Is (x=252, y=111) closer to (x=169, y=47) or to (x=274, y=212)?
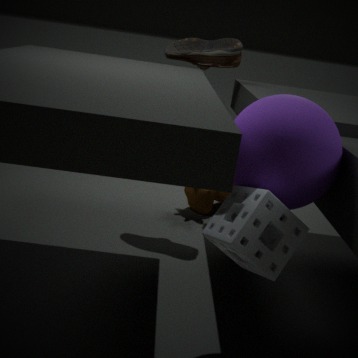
(x=274, y=212)
